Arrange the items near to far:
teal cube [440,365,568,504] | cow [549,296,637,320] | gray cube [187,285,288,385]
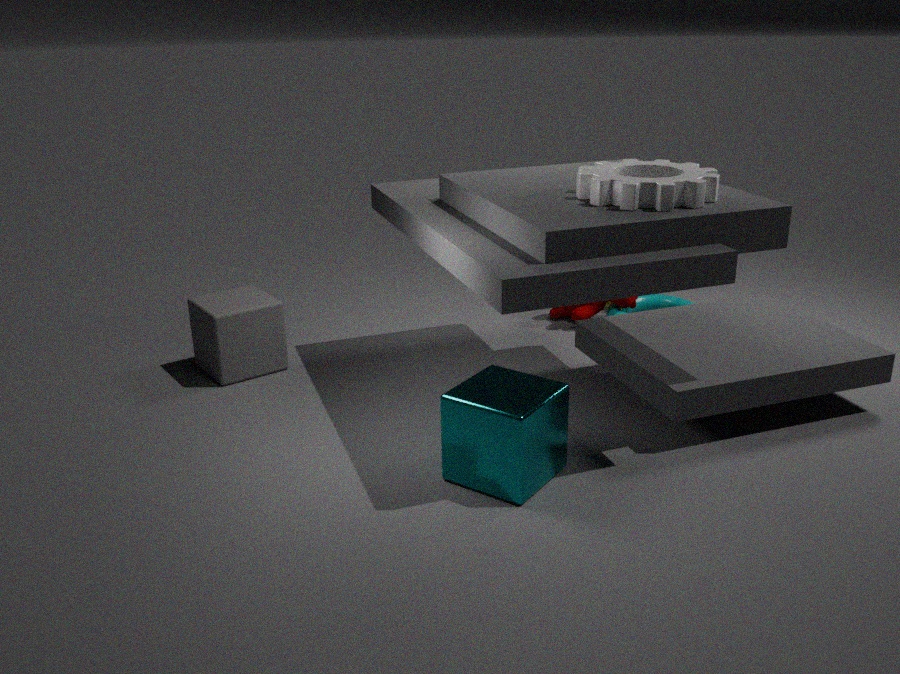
teal cube [440,365,568,504], gray cube [187,285,288,385], cow [549,296,637,320]
